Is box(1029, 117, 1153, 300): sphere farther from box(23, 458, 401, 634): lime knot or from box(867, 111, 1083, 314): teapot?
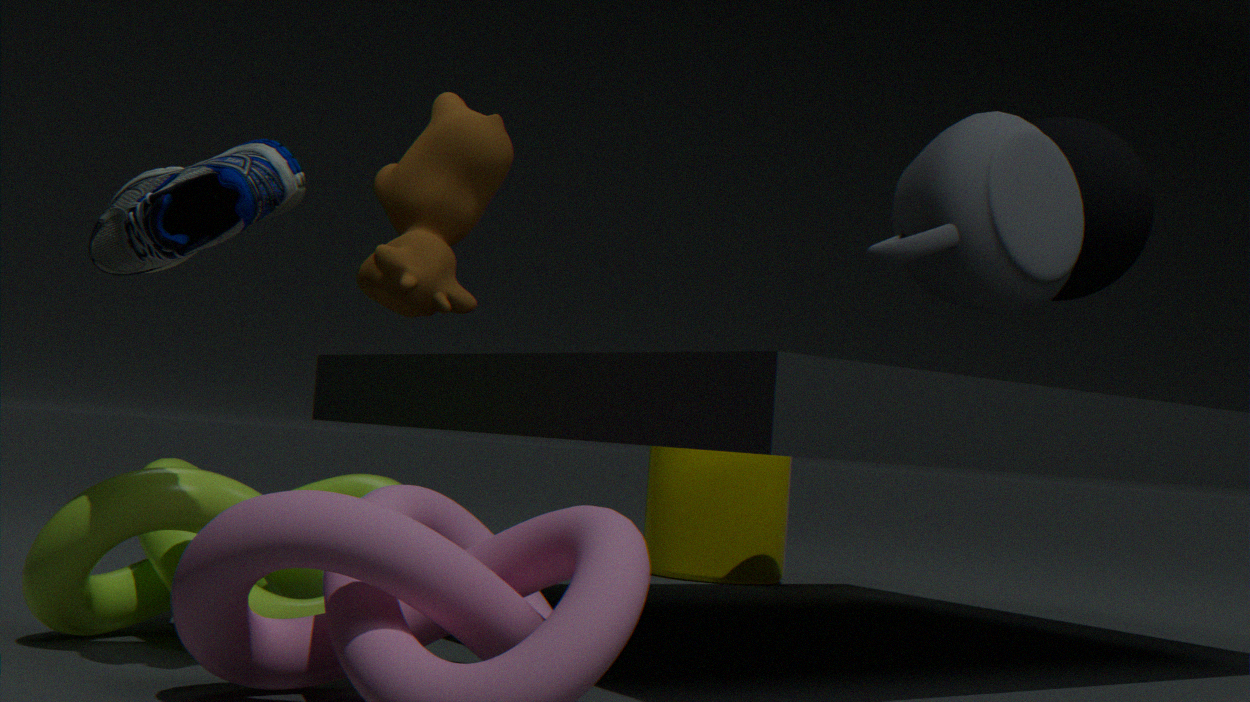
box(23, 458, 401, 634): lime knot
